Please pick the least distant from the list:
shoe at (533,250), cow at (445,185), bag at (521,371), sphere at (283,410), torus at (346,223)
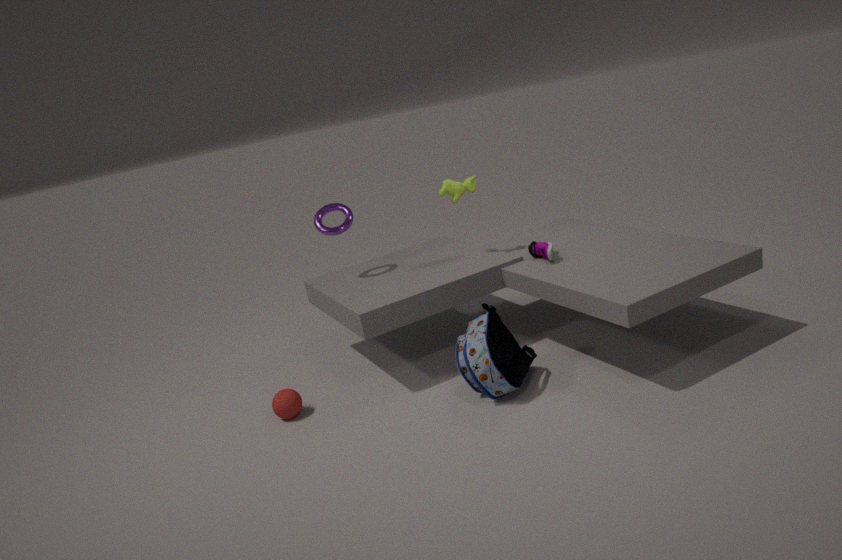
bag at (521,371)
